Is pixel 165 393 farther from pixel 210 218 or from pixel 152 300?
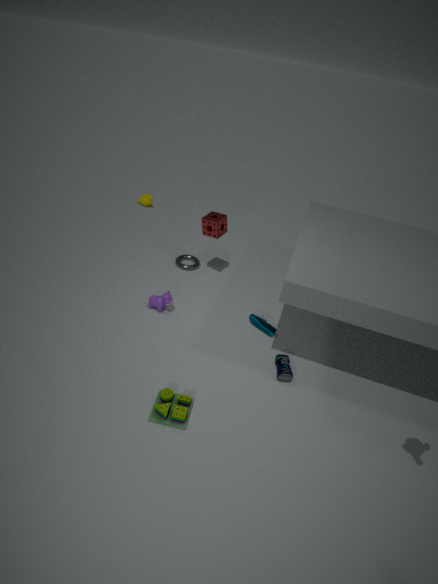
pixel 210 218
